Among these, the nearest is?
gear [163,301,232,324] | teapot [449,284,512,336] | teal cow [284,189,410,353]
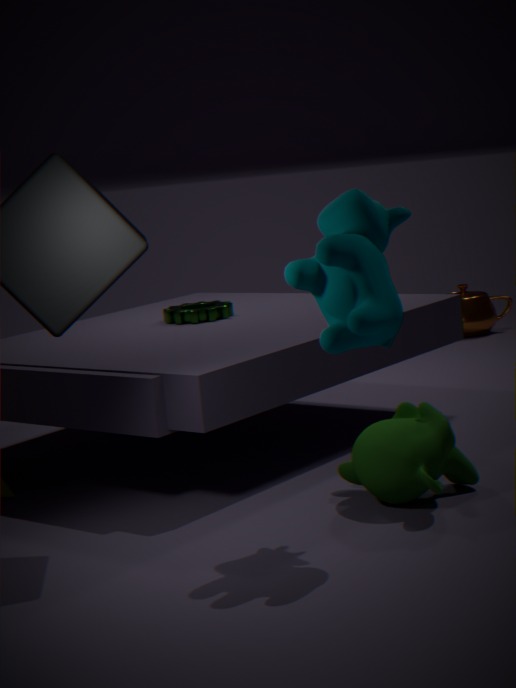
teal cow [284,189,410,353]
